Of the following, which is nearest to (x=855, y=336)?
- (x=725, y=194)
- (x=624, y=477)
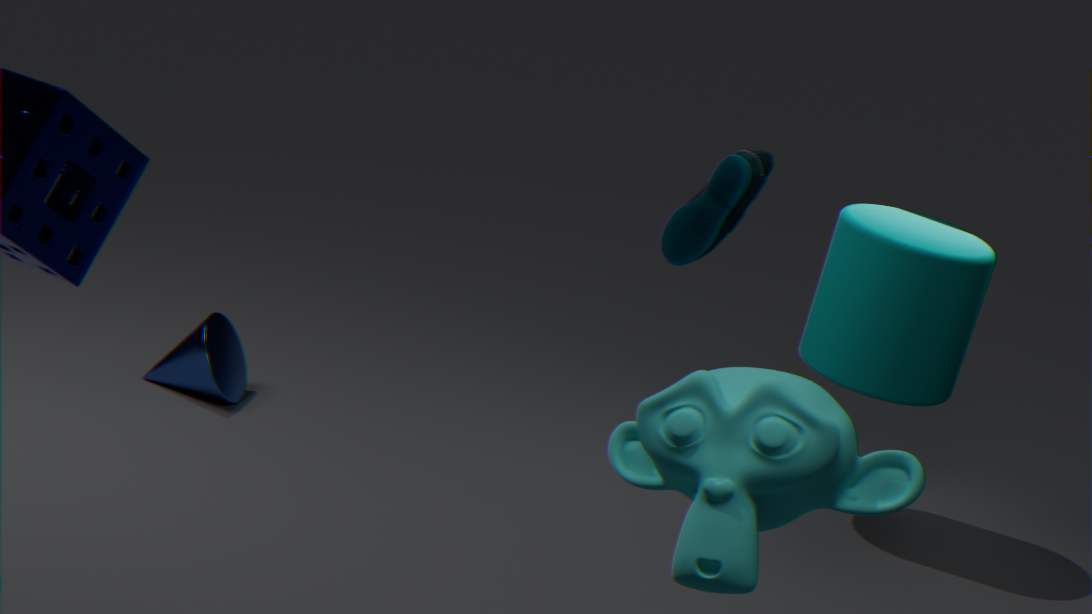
(x=725, y=194)
